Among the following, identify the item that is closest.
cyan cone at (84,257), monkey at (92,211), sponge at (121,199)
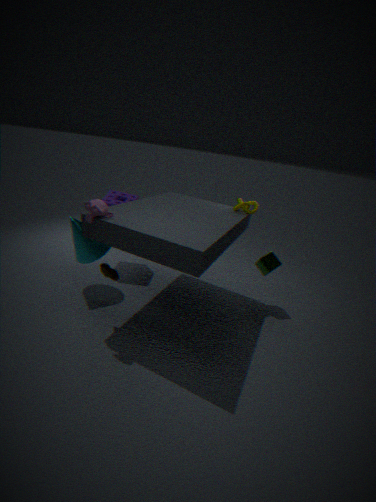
monkey at (92,211)
